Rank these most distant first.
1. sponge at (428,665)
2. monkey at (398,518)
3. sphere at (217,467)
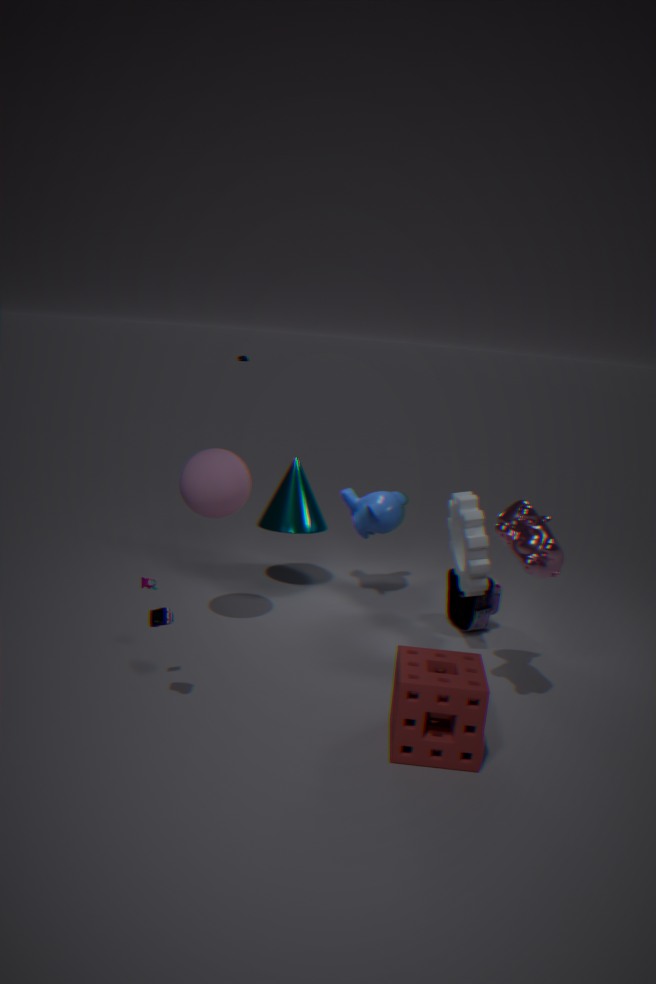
1. monkey at (398,518)
2. sphere at (217,467)
3. sponge at (428,665)
